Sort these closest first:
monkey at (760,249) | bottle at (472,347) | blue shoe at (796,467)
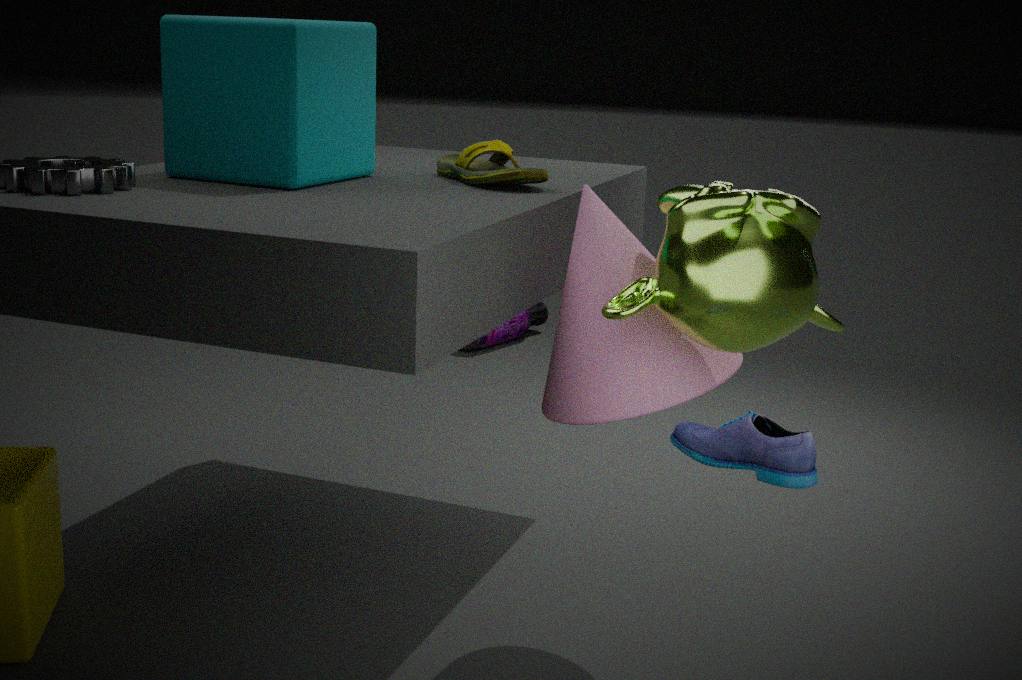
blue shoe at (796,467) < monkey at (760,249) < bottle at (472,347)
